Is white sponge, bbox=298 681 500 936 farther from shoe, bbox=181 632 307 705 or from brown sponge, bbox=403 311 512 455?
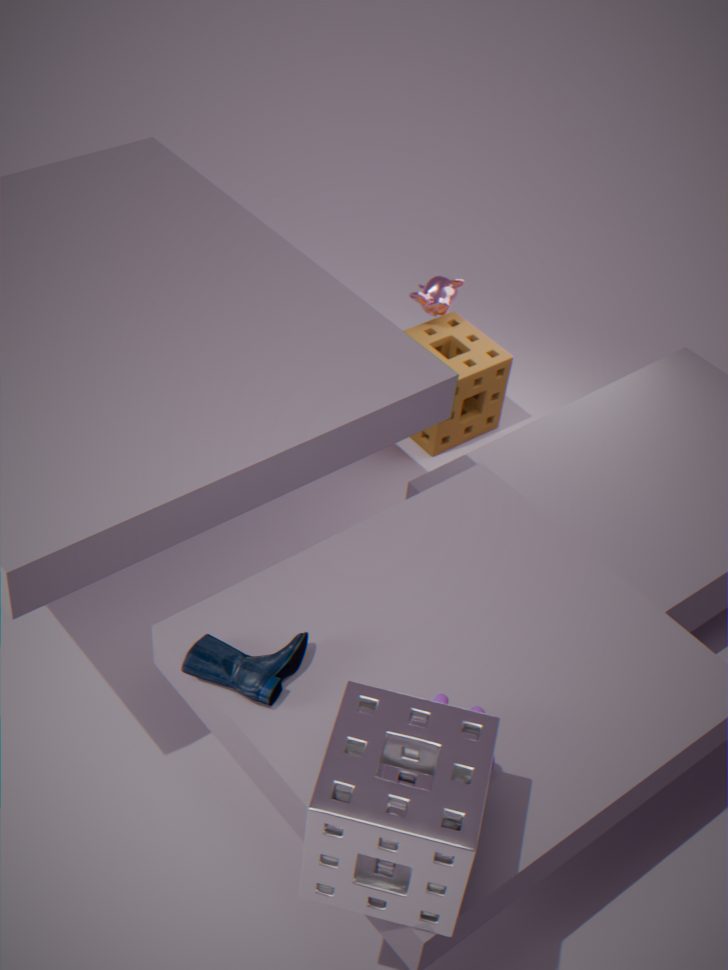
brown sponge, bbox=403 311 512 455
